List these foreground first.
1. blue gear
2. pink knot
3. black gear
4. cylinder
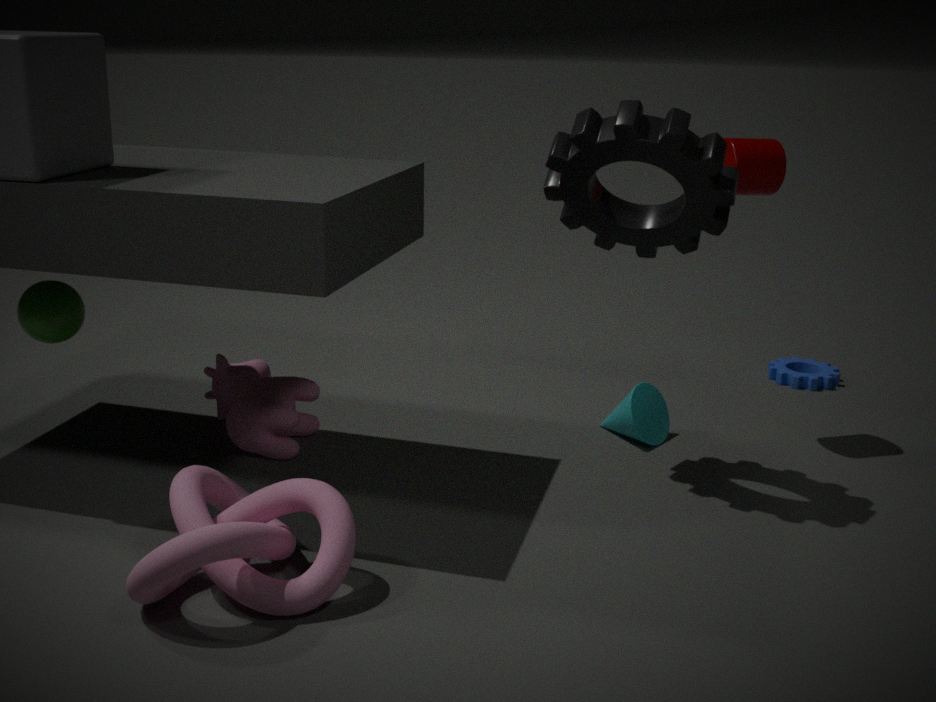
pink knot < black gear < cylinder < blue gear
